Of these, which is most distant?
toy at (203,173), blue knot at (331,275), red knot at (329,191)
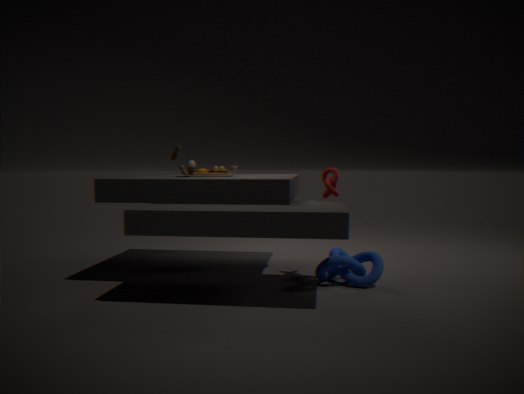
toy at (203,173)
